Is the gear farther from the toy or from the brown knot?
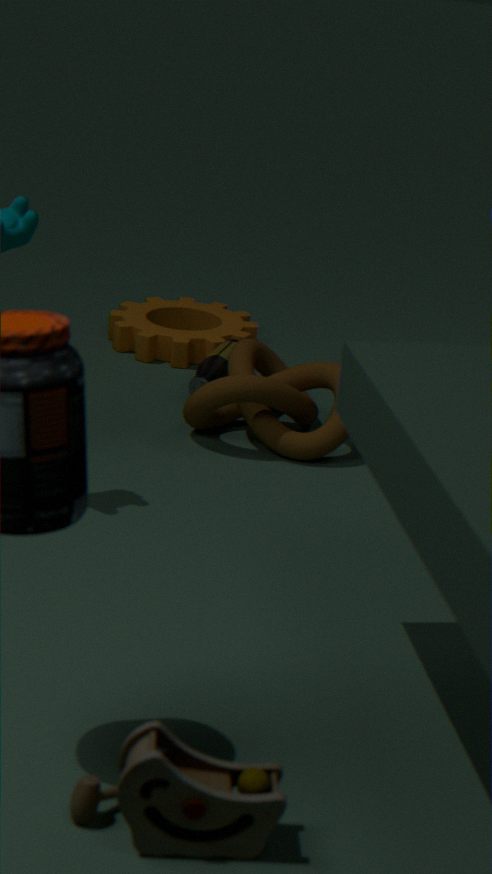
the toy
